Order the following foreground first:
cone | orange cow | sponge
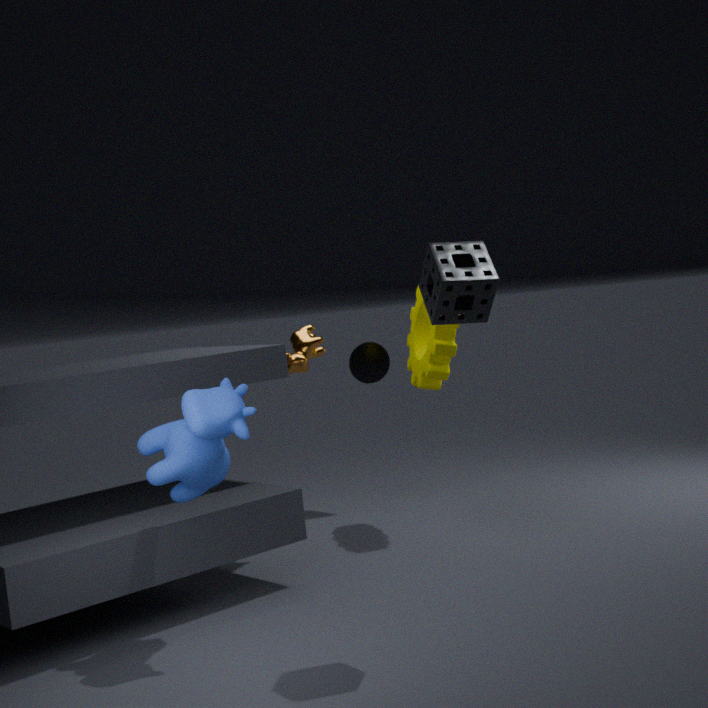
sponge
orange cow
cone
